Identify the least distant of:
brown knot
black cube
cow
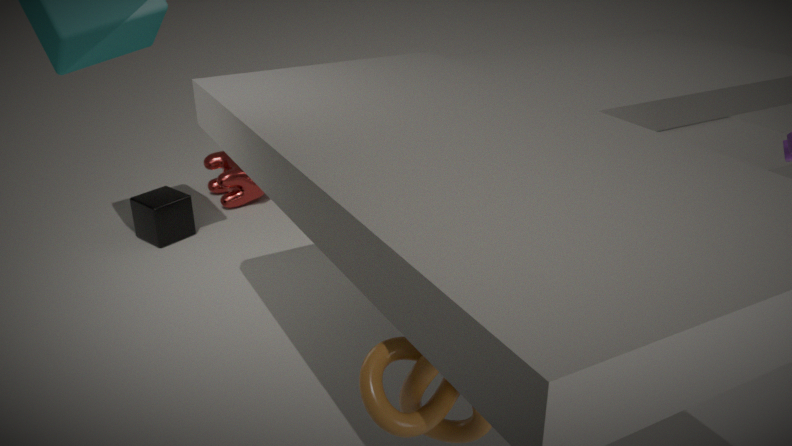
brown knot
